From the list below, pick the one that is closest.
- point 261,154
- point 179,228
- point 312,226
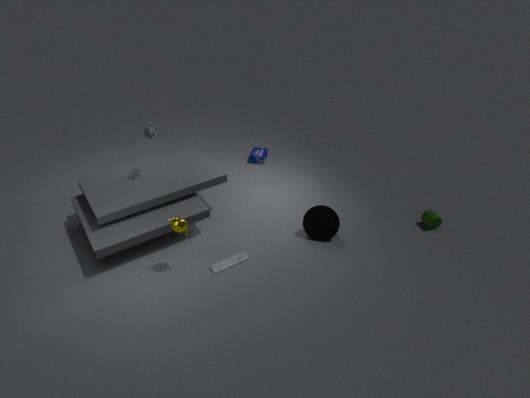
point 179,228
